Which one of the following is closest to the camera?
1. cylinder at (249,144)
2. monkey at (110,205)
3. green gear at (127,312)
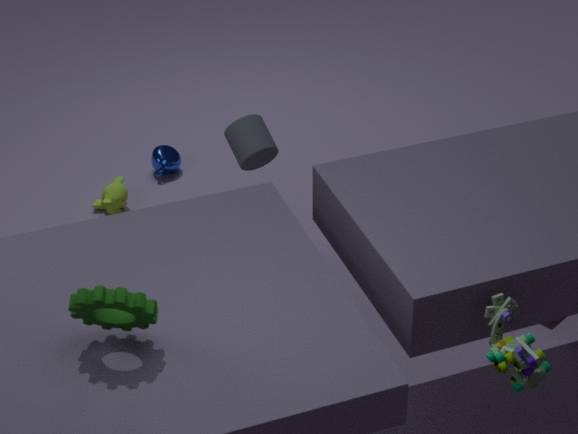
green gear at (127,312)
